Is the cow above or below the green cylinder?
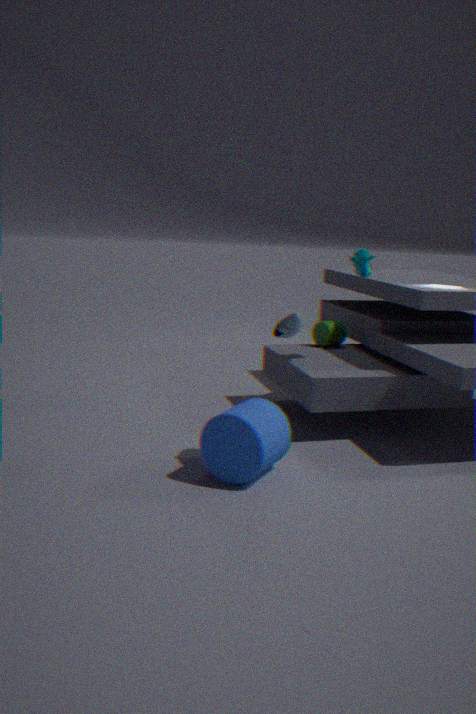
above
